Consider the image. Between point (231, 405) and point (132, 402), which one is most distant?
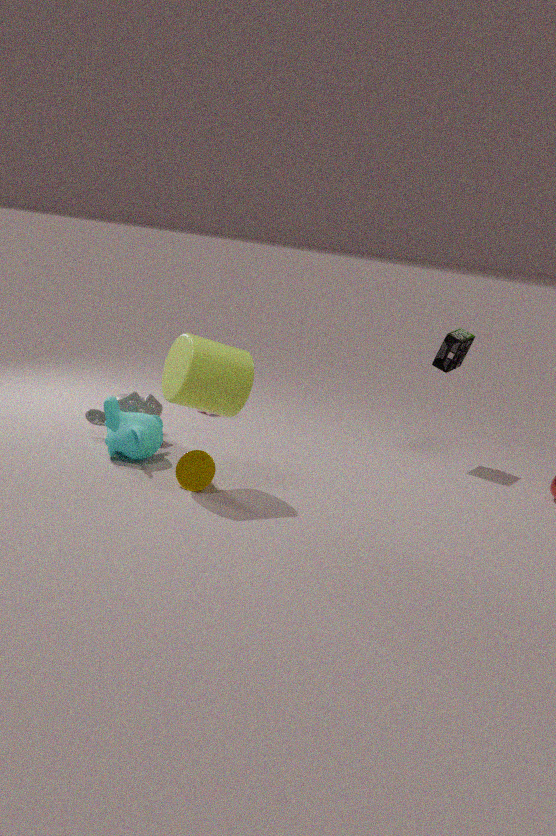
point (132, 402)
